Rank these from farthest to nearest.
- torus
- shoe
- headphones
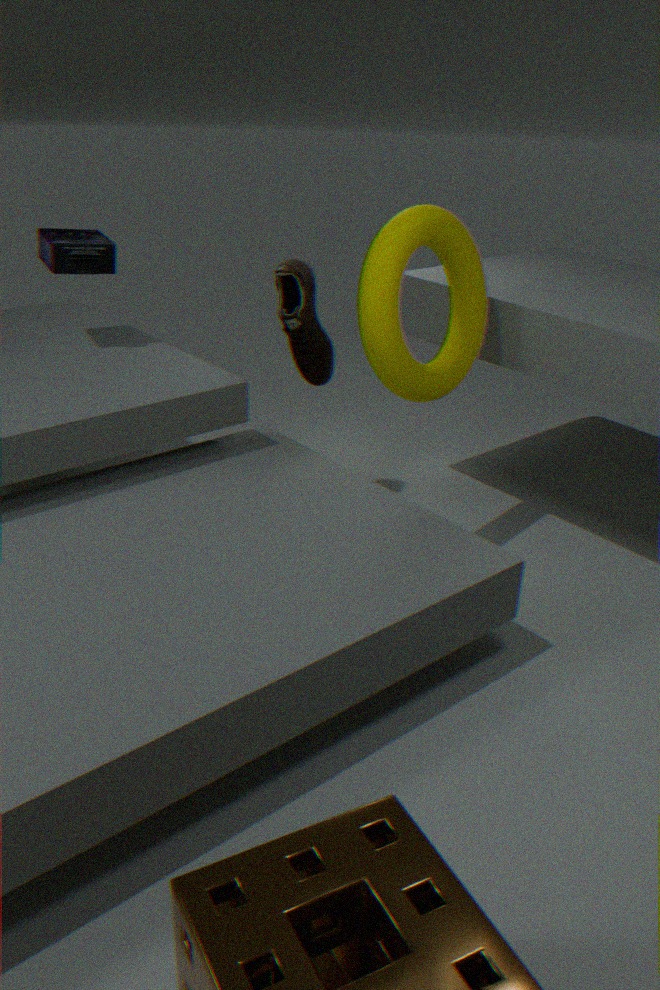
headphones < shoe < torus
